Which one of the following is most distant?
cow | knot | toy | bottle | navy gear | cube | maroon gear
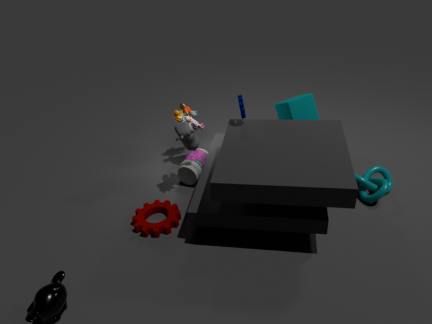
toy
